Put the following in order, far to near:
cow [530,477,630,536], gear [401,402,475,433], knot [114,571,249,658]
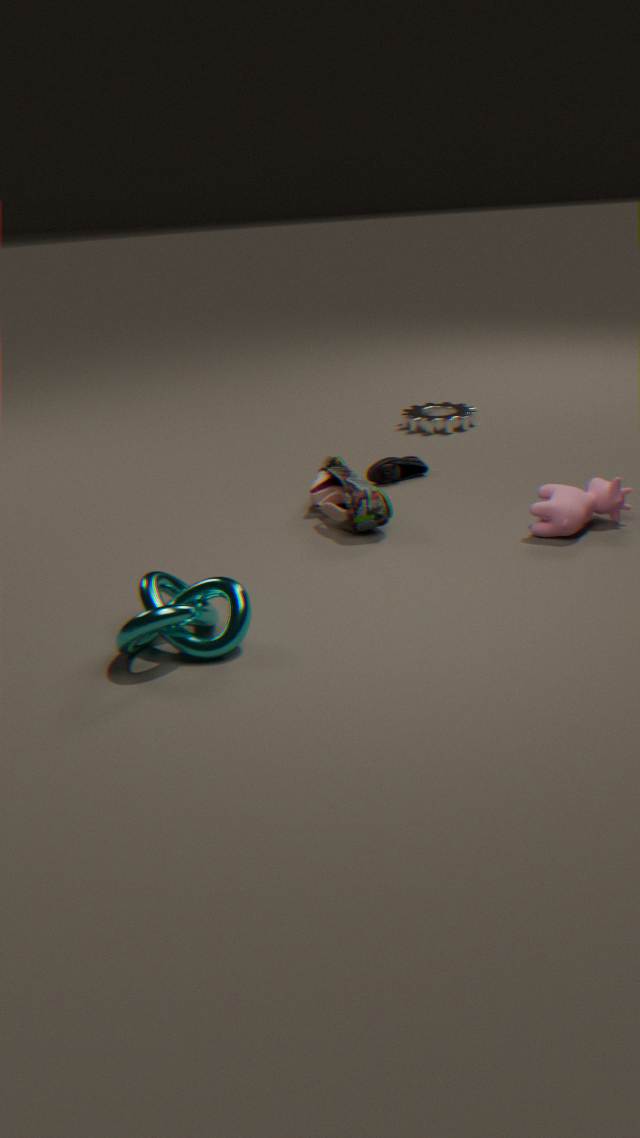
1. gear [401,402,475,433]
2. cow [530,477,630,536]
3. knot [114,571,249,658]
